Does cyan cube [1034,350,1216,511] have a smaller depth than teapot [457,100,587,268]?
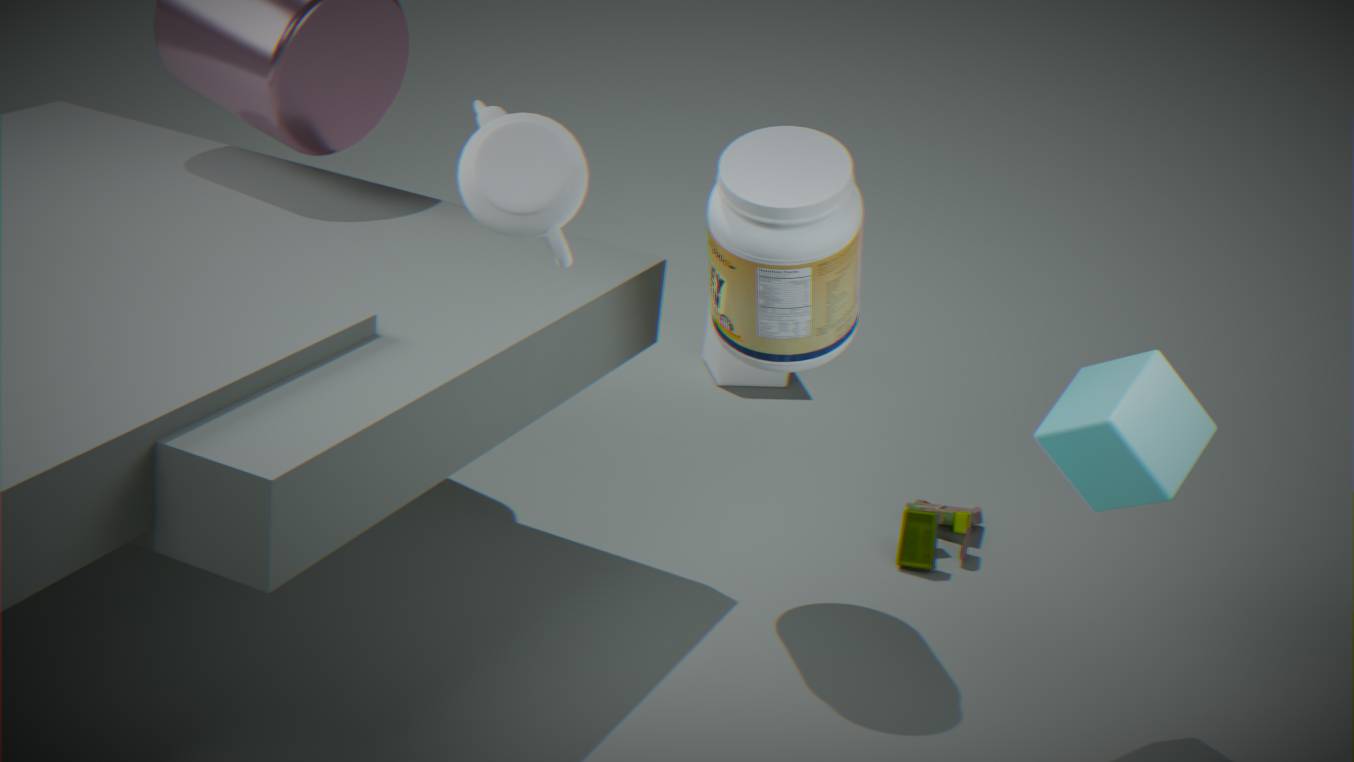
No
